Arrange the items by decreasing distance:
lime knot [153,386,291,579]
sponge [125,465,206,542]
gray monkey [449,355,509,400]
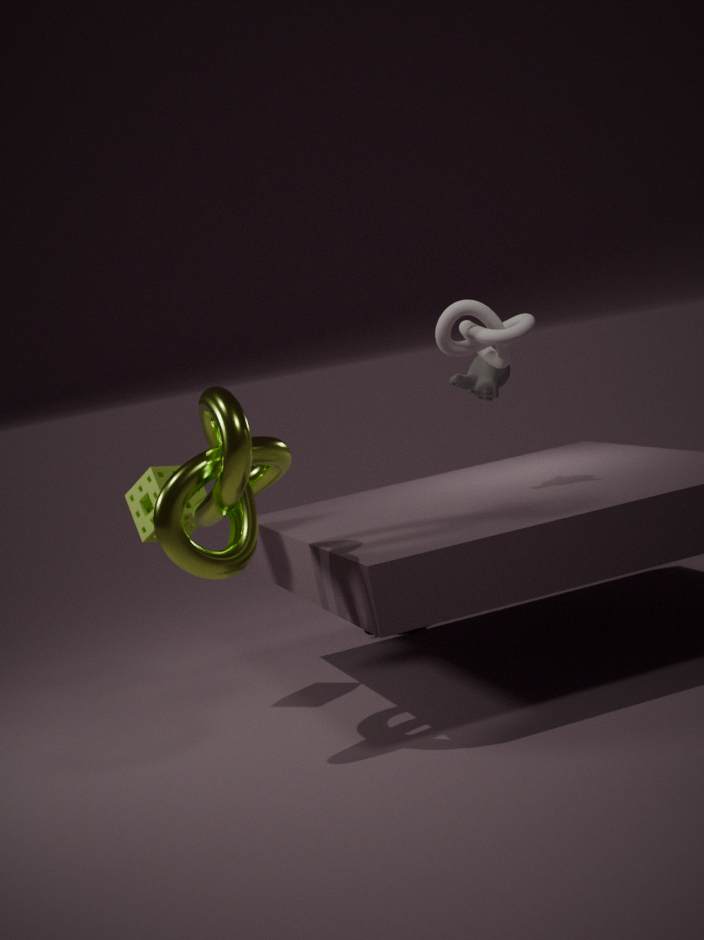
gray monkey [449,355,509,400], sponge [125,465,206,542], lime knot [153,386,291,579]
